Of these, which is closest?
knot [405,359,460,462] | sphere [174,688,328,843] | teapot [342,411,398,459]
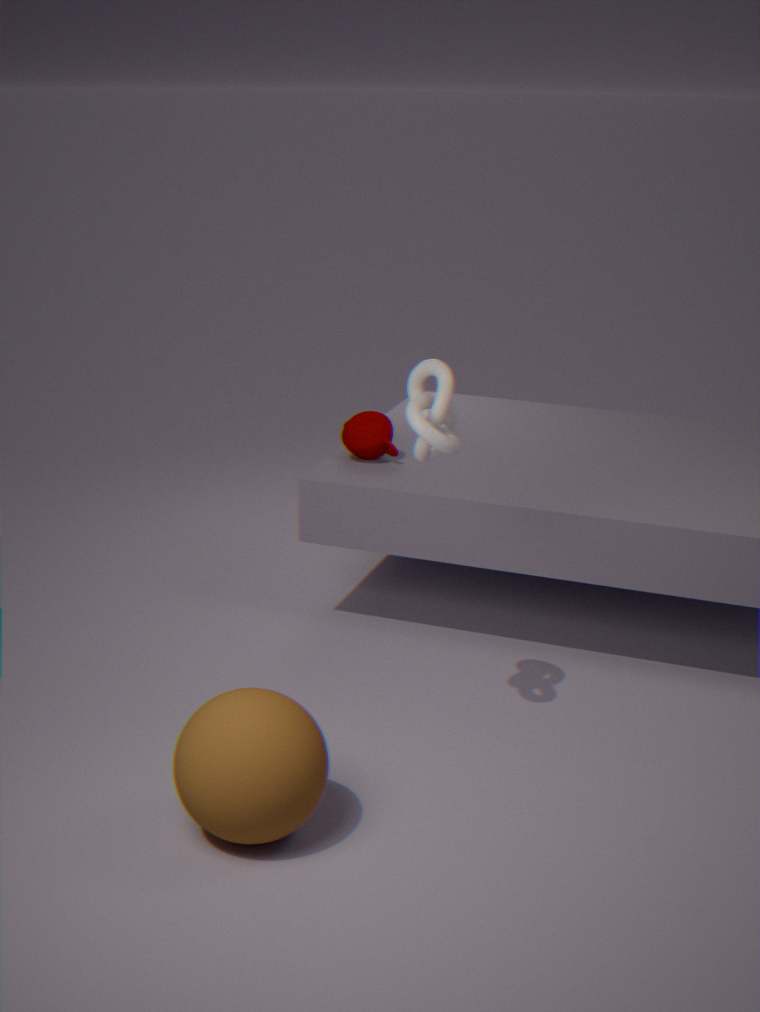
sphere [174,688,328,843]
